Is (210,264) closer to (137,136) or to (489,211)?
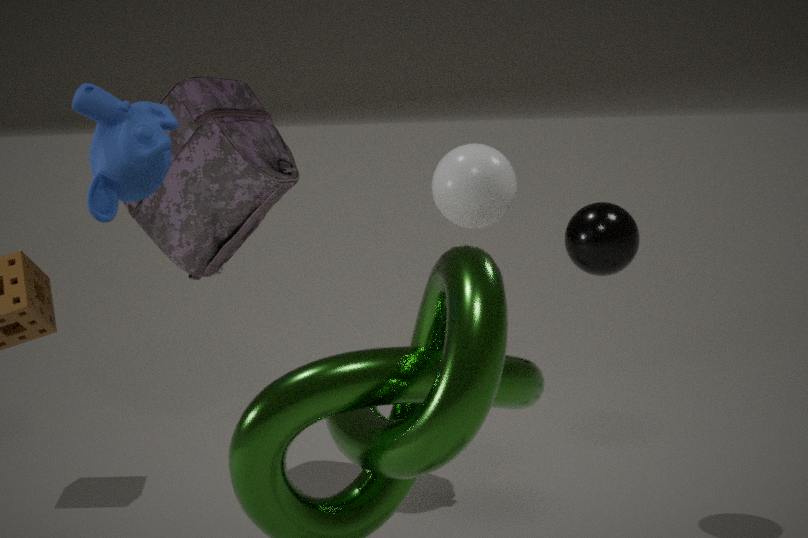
(489,211)
